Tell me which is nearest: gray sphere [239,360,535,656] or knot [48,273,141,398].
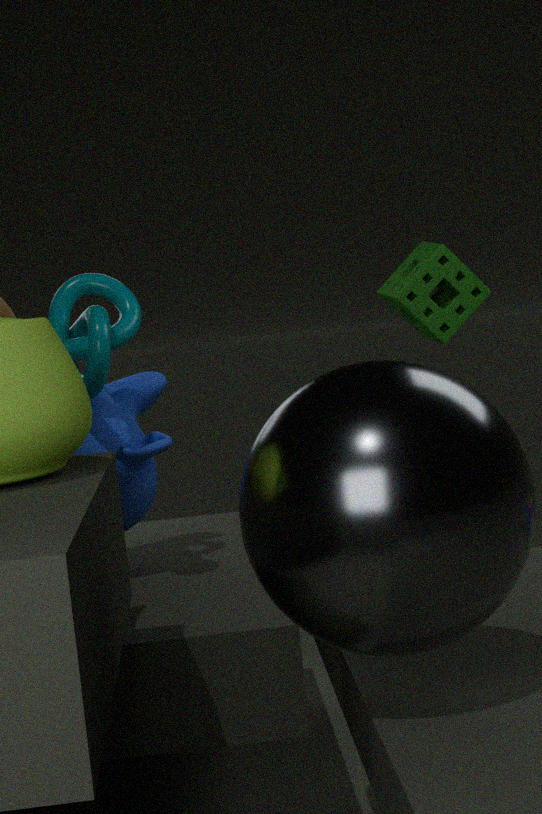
gray sphere [239,360,535,656]
